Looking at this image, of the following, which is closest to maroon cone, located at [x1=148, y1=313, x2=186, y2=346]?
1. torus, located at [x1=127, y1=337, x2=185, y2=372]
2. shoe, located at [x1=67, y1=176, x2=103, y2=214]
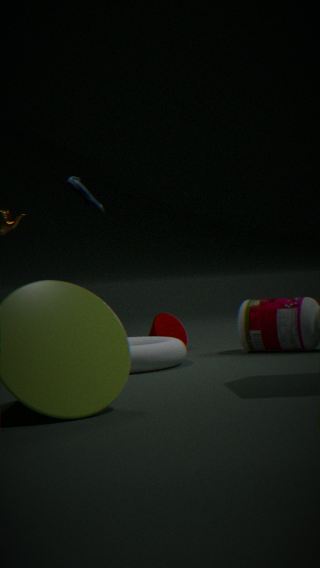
torus, located at [x1=127, y1=337, x2=185, y2=372]
